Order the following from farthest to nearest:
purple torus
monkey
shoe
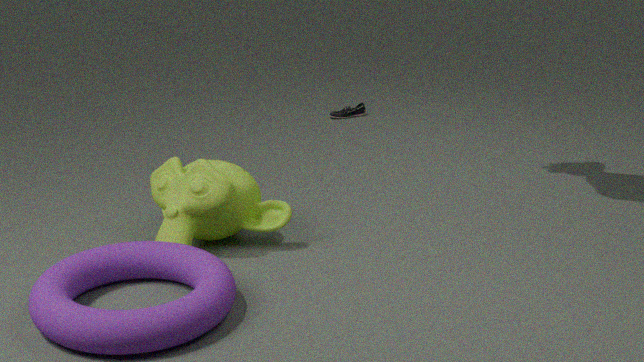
1. shoe
2. monkey
3. purple torus
